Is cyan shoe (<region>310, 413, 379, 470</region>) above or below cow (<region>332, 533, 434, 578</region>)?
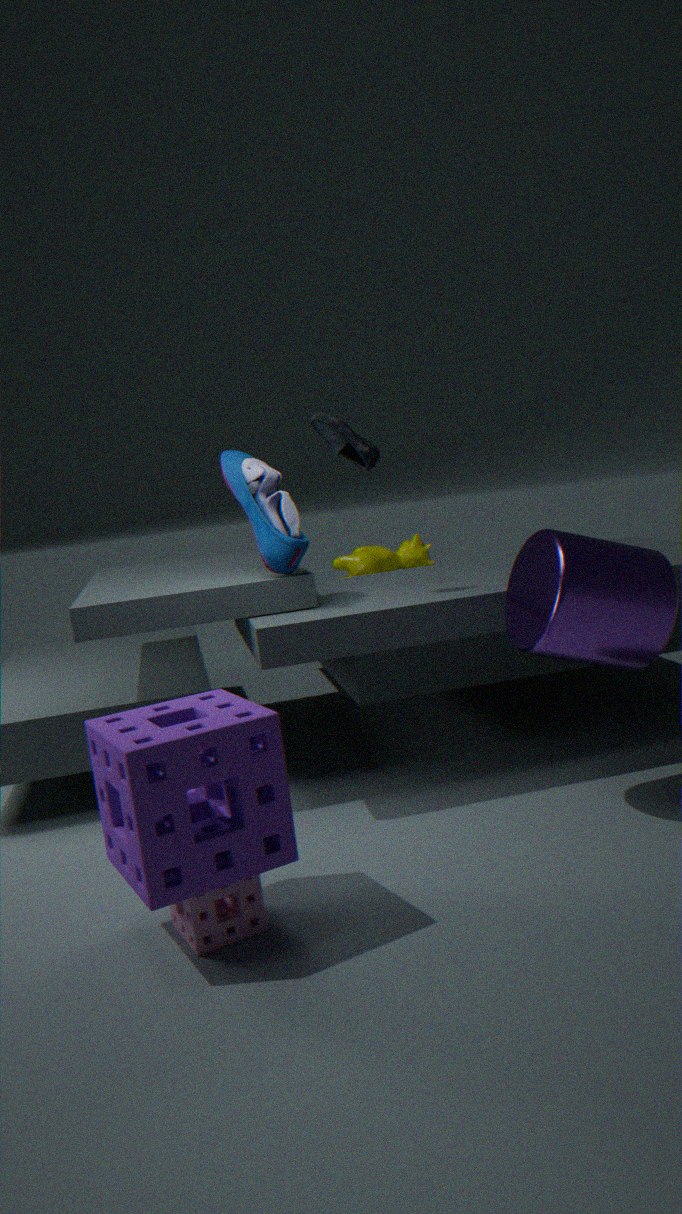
above
